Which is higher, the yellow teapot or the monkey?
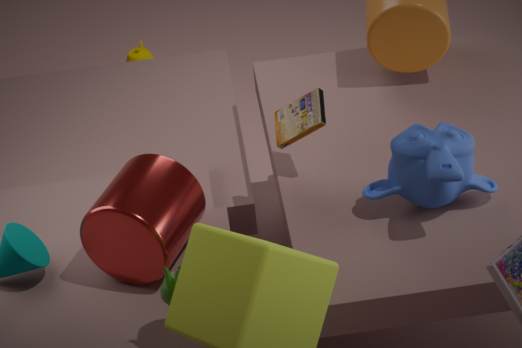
the monkey
